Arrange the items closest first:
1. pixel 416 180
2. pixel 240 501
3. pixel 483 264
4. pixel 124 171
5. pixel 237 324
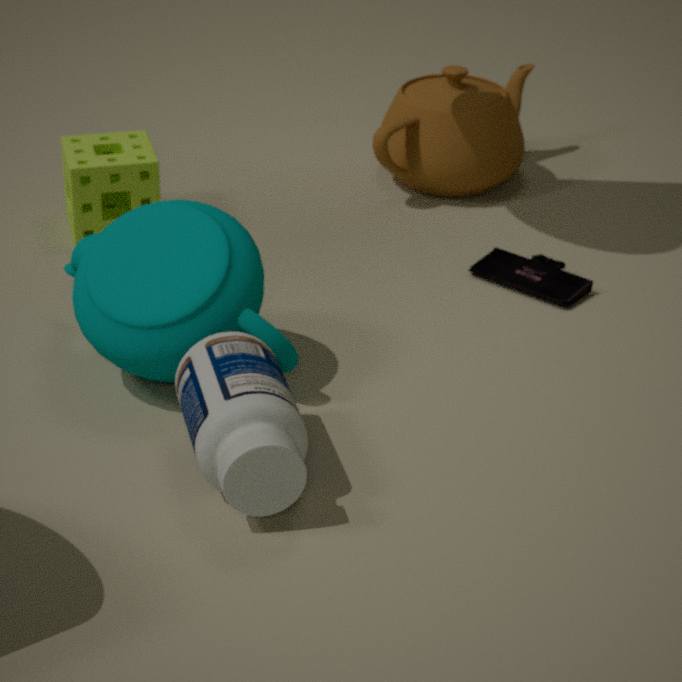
pixel 240 501
pixel 237 324
pixel 483 264
pixel 124 171
pixel 416 180
